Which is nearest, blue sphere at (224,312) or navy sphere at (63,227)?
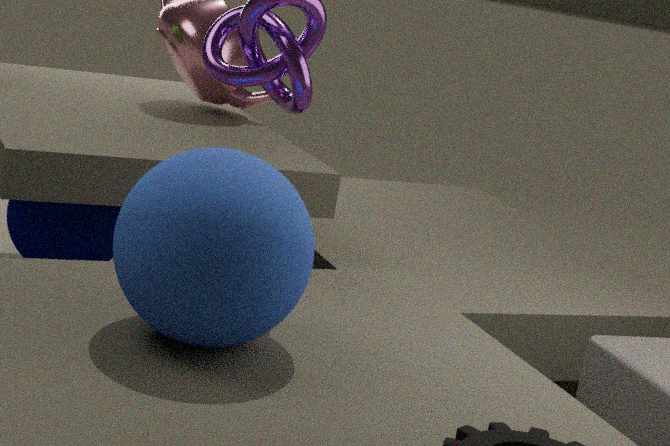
blue sphere at (224,312)
